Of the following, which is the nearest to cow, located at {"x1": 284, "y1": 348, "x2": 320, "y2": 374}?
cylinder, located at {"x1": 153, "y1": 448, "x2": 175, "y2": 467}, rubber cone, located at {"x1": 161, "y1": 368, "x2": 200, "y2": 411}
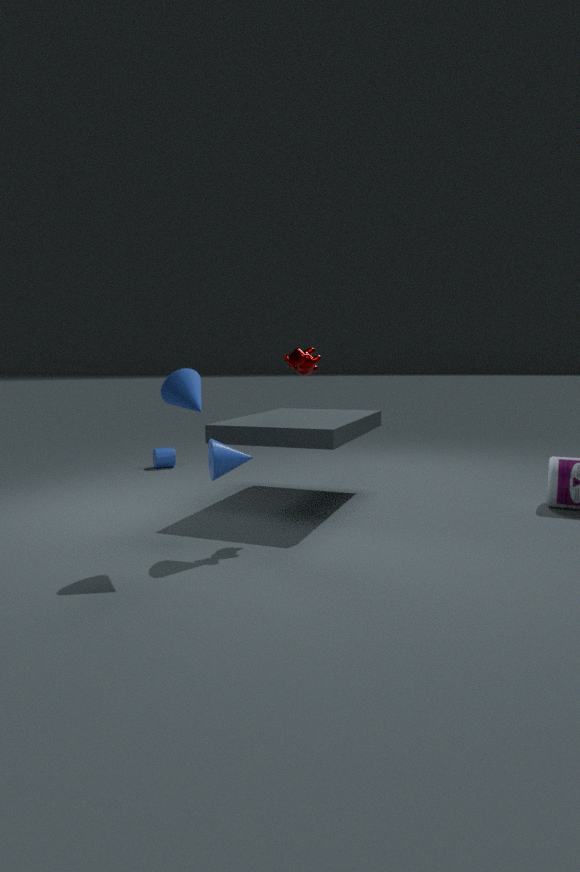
rubber cone, located at {"x1": 161, "y1": 368, "x2": 200, "y2": 411}
